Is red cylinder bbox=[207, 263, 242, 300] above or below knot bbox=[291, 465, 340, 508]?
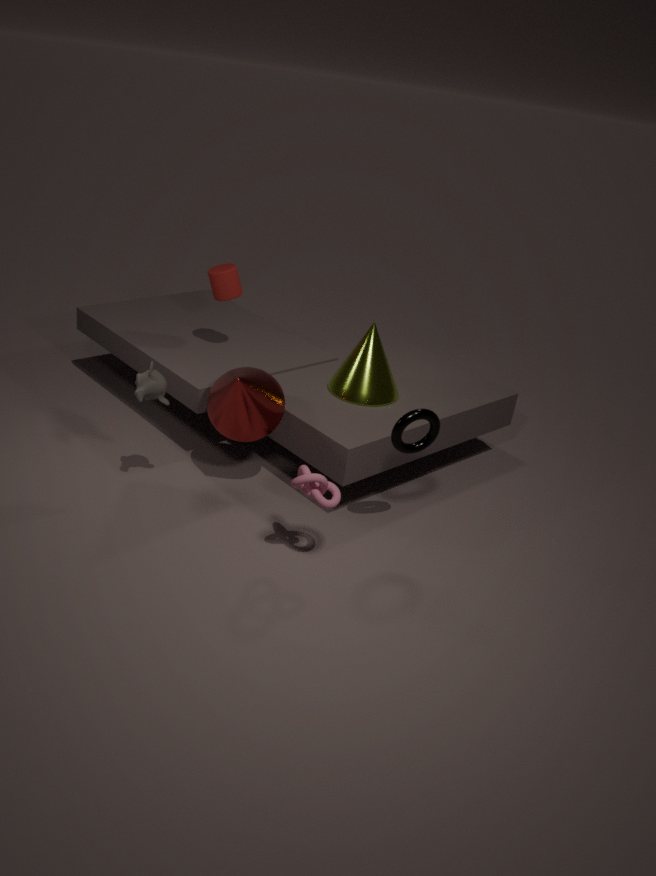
above
